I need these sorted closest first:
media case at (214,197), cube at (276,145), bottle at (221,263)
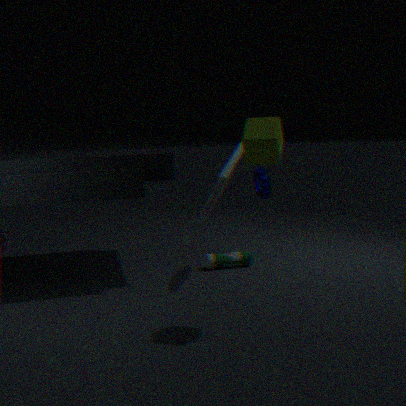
cube at (276,145), media case at (214,197), bottle at (221,263)
